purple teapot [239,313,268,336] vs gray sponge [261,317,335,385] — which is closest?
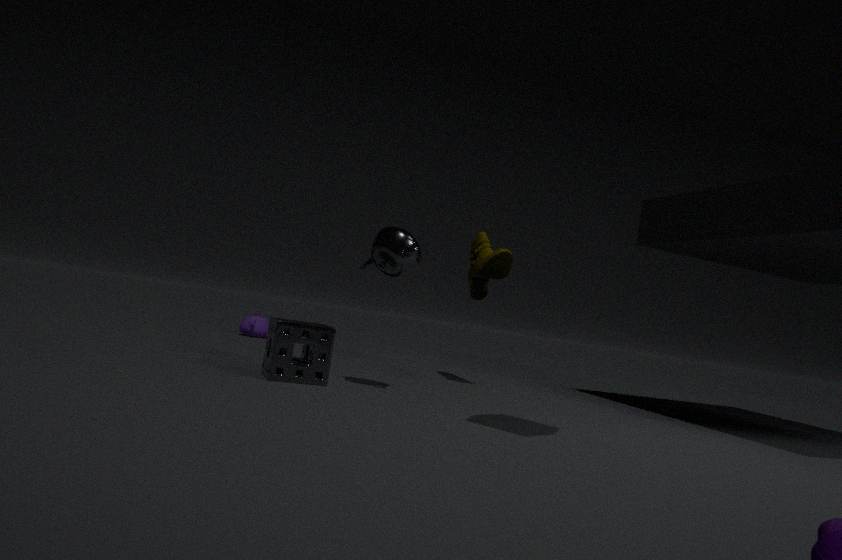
gray sponge [261,317,335,385]
